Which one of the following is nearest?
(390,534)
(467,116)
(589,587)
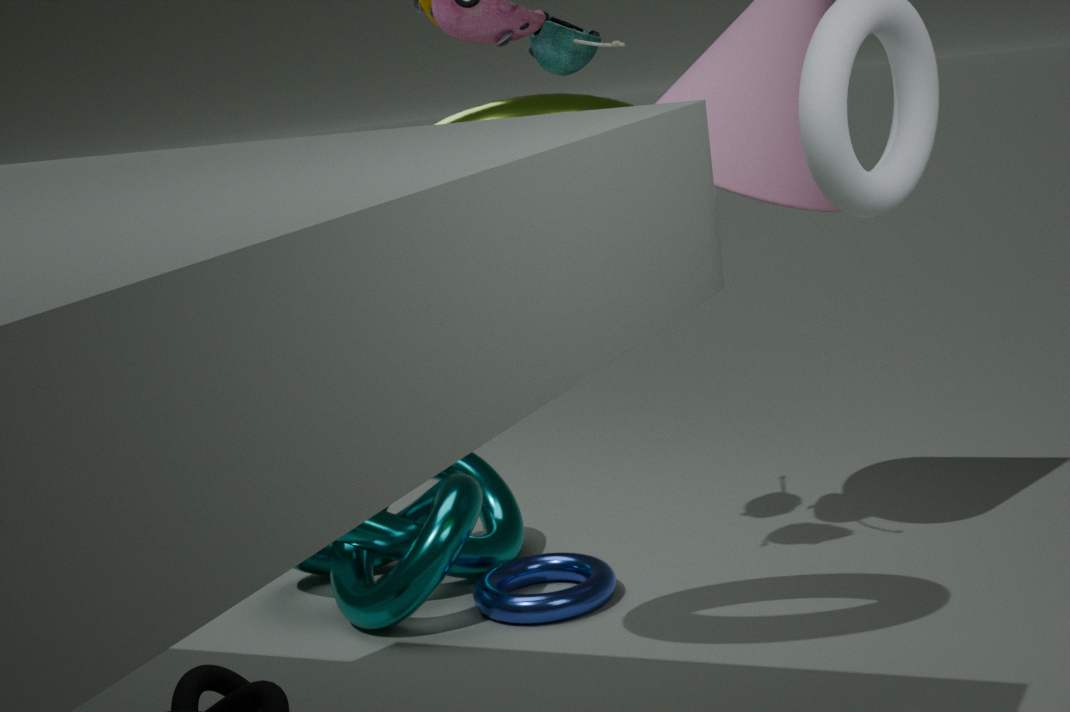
(467,116)
